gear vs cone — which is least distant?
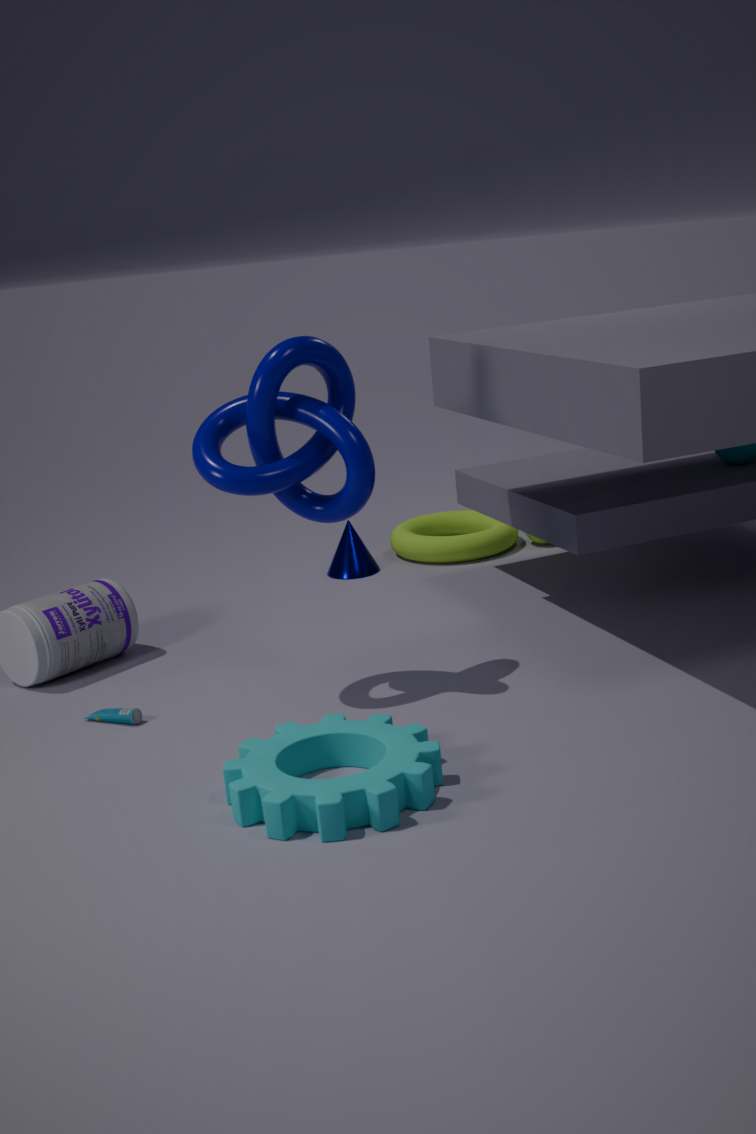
gear
